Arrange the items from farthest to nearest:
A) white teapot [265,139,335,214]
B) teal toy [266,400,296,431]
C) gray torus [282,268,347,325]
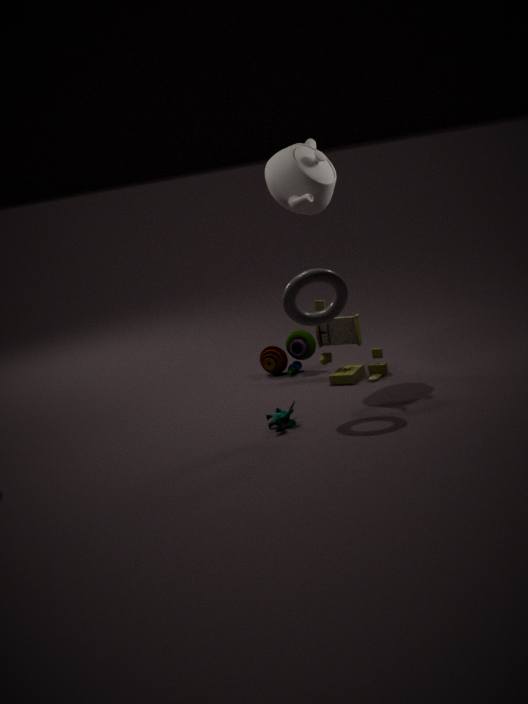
white teapot [265,139,335,214] → teal toy [266,400,296,431] → gray torus [282,268,347,325]
